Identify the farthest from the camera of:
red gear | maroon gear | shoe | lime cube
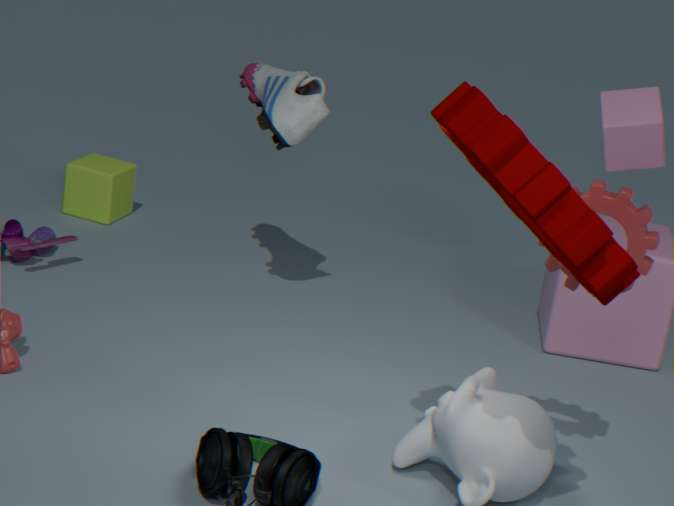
lime cube
